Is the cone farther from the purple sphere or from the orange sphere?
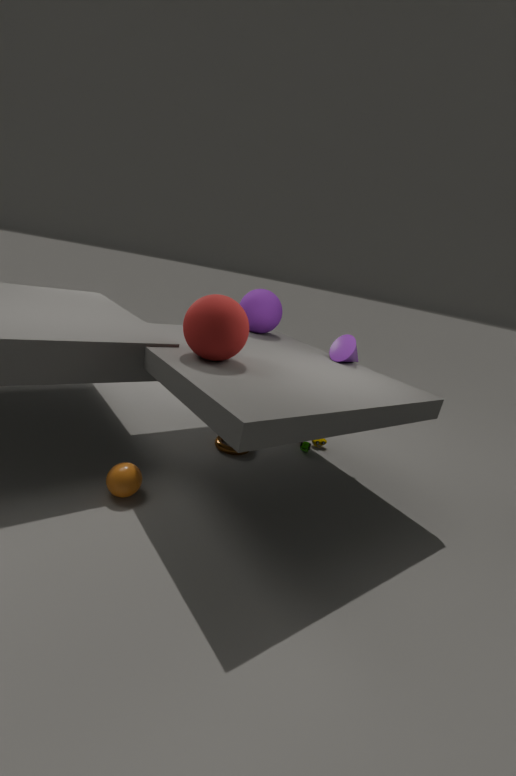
the orange sphere
